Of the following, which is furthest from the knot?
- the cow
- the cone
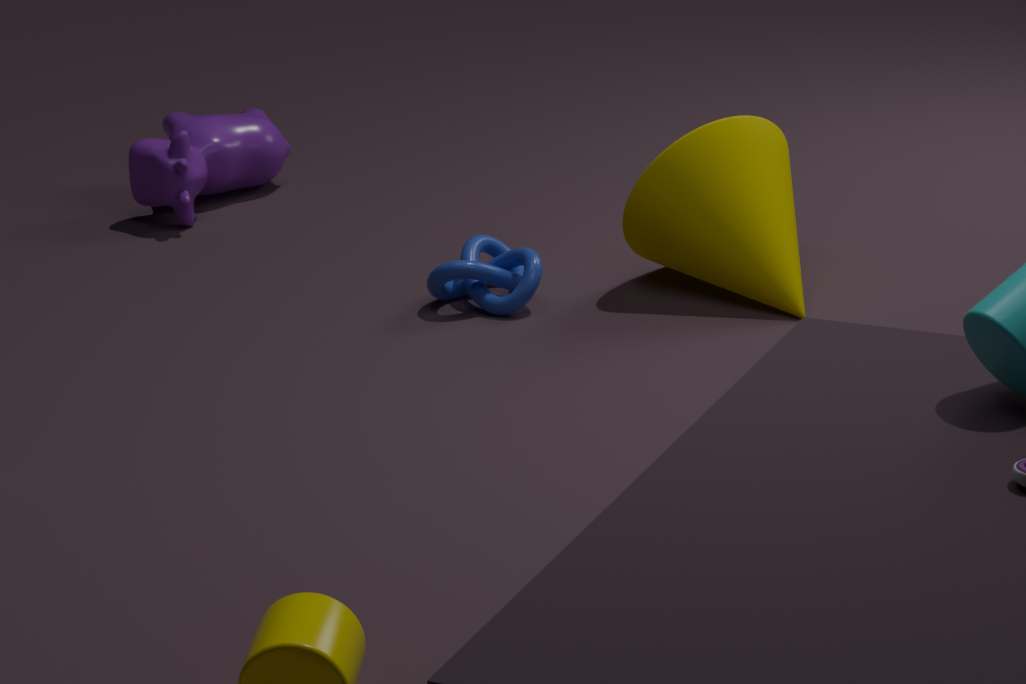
the cow
